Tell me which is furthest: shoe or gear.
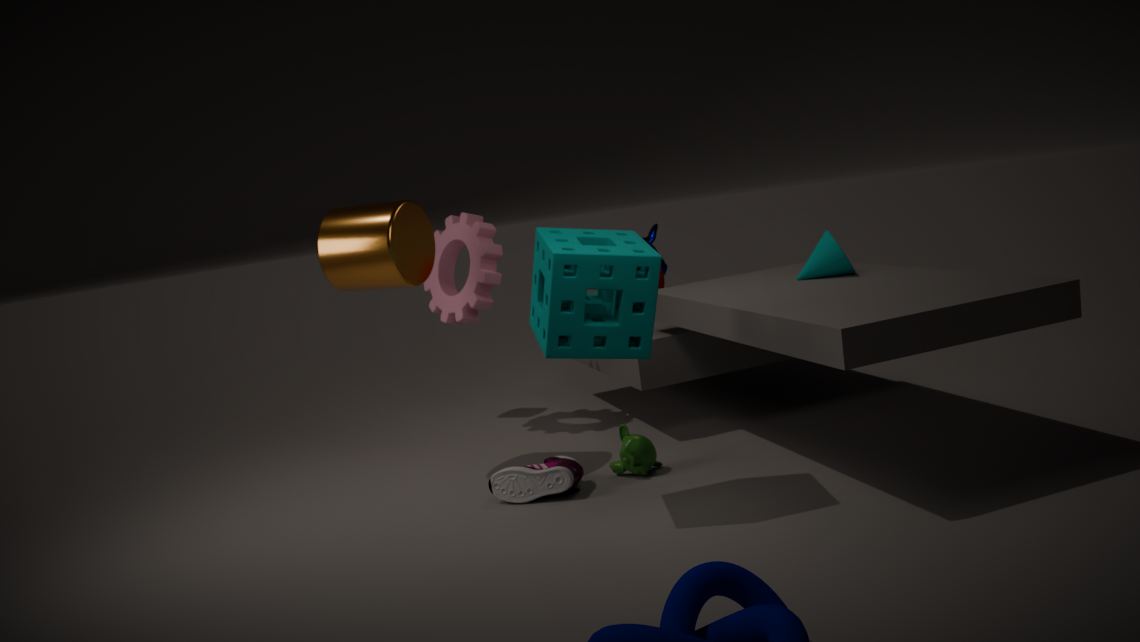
gear
